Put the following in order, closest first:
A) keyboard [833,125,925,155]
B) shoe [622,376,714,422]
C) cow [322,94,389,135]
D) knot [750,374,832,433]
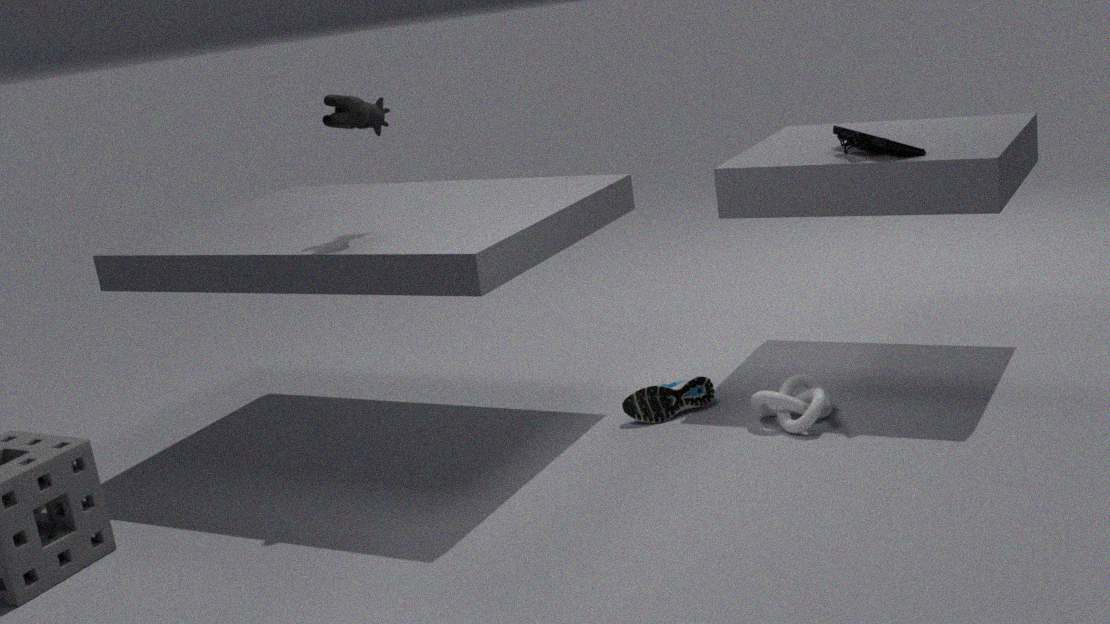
cow [322,94,389,135] < knot [750,374,832,433] < keyboard [833,125,925,155] < shoe [622,376,714,422]
